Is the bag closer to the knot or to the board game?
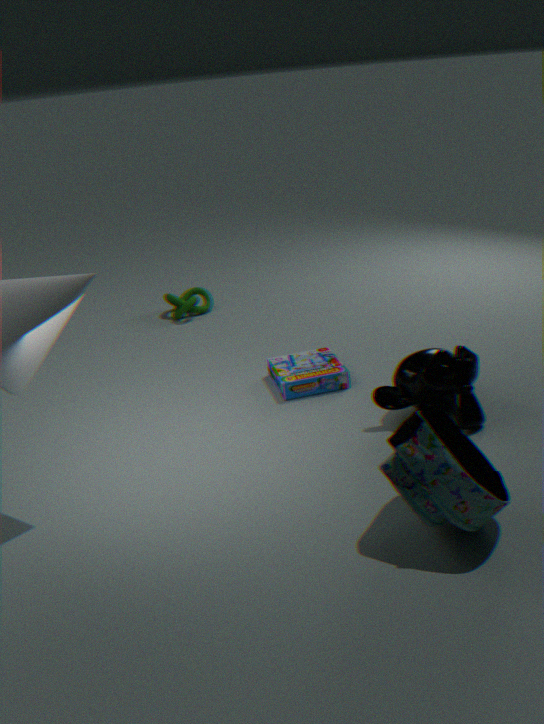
the board game
